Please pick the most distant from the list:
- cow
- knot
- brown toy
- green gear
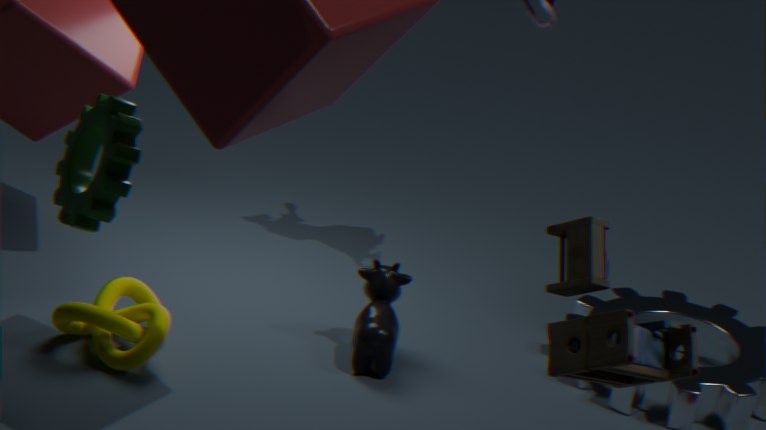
cow
